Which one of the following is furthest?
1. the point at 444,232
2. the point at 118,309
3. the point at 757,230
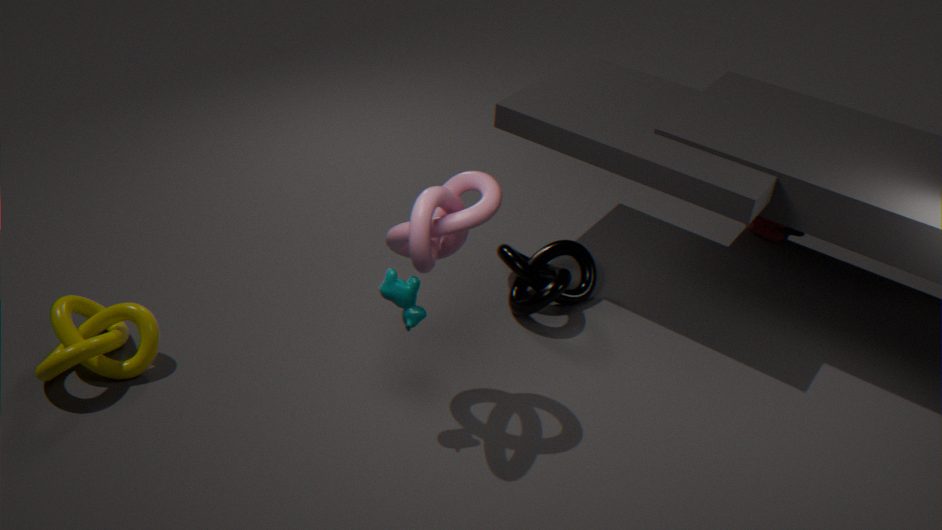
the point at 757,230
